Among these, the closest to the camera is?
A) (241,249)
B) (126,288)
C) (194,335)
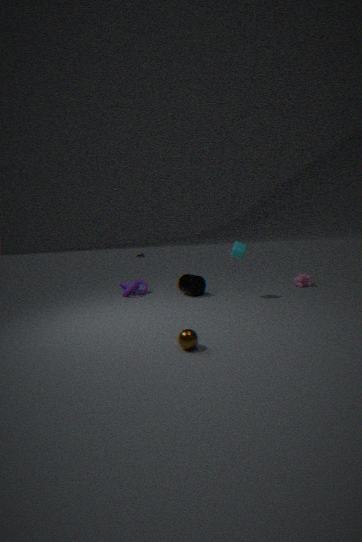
(194,335)
